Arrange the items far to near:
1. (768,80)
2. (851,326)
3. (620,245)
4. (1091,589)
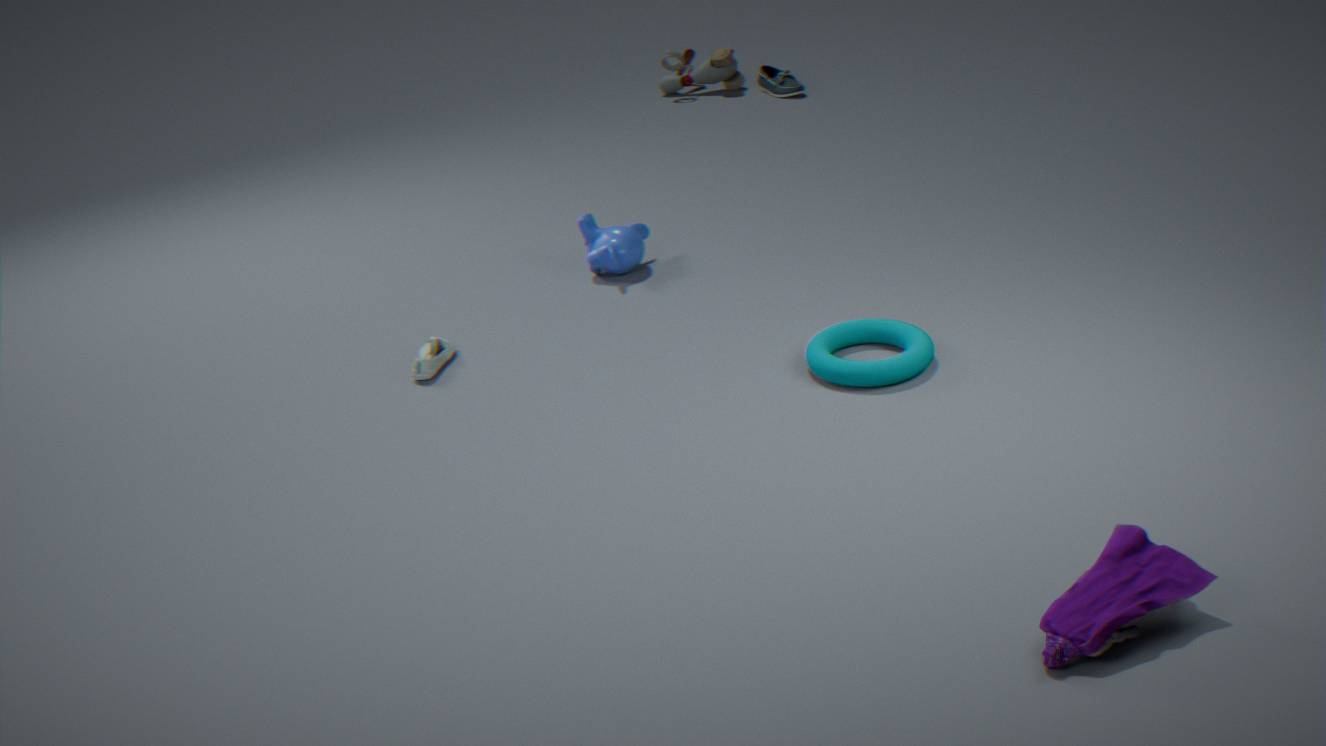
(768,80), (620,245), (851,326), (1091,589)
